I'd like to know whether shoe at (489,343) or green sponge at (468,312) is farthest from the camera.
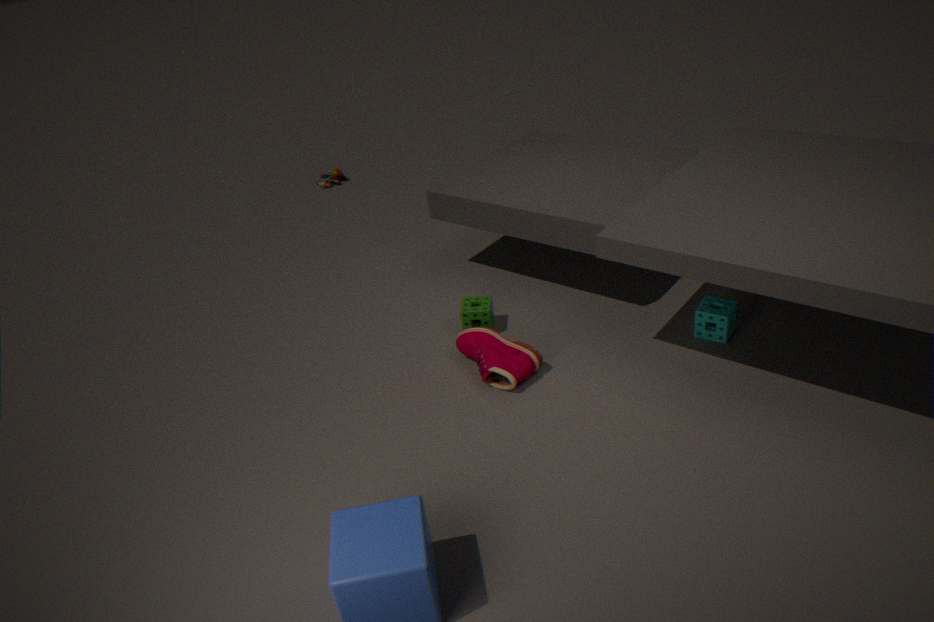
green sponge at (468,312)
